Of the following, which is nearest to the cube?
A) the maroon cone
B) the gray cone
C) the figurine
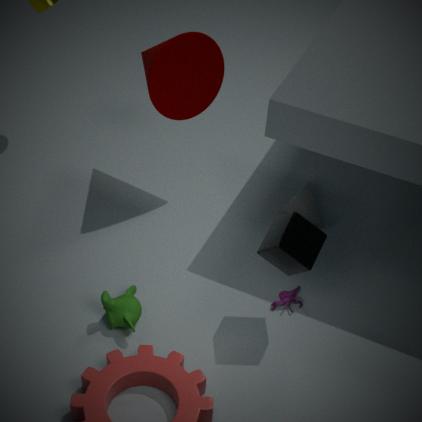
the figurine
